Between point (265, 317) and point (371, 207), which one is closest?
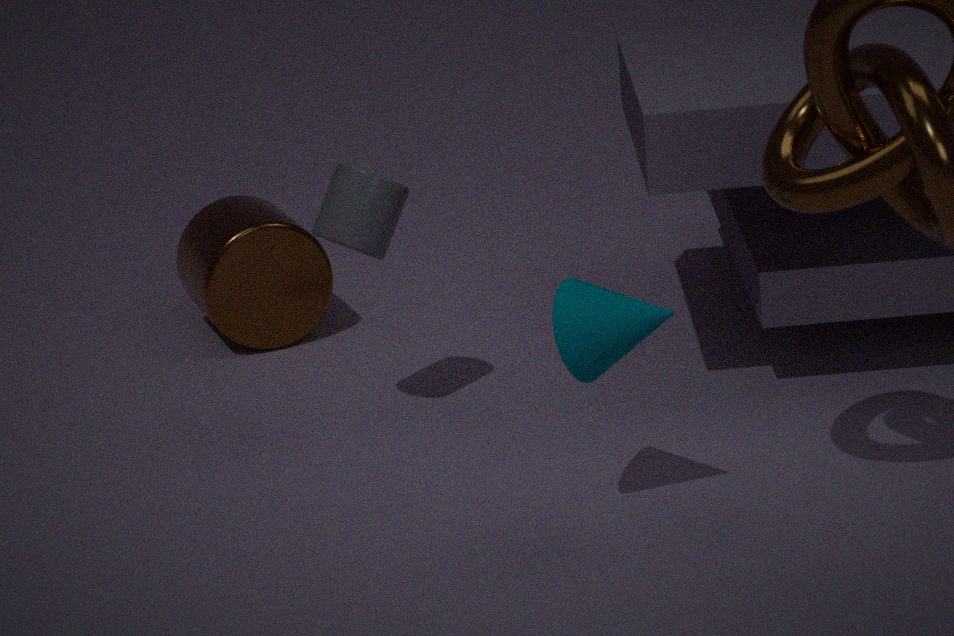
point (371, 207)
